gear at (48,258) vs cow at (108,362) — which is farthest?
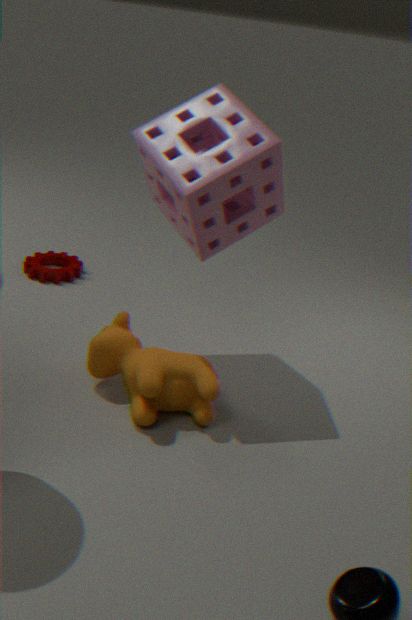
gear at (48,258)
